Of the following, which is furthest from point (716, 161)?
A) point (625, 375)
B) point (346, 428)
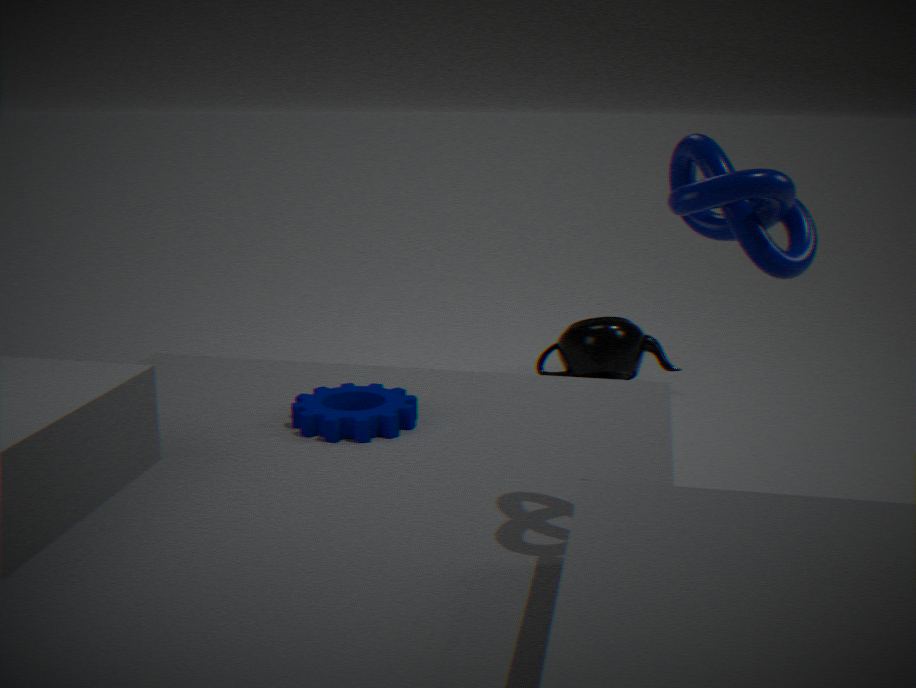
point (625, 375)
